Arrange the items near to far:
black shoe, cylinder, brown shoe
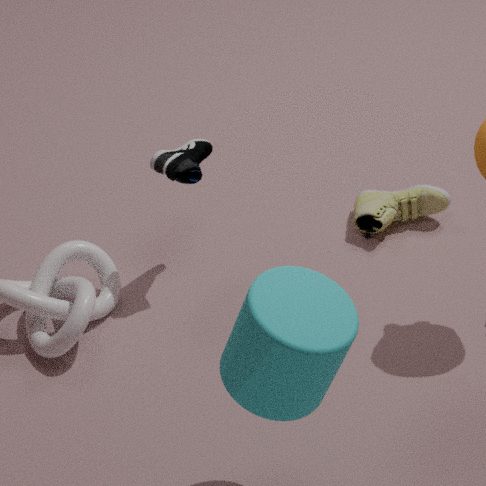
cylinder < black shoe < brown shoe
